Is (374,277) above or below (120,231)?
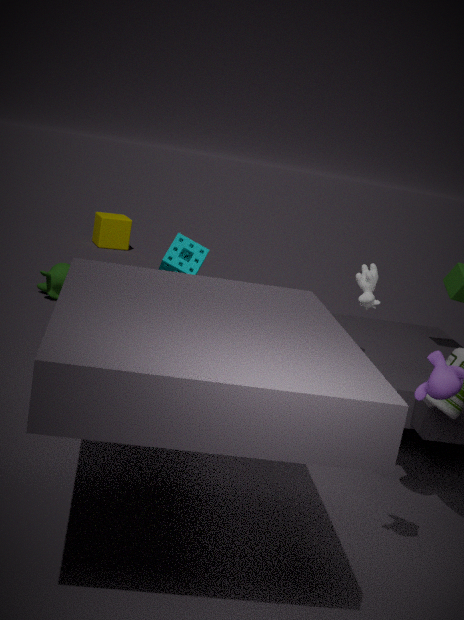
above
